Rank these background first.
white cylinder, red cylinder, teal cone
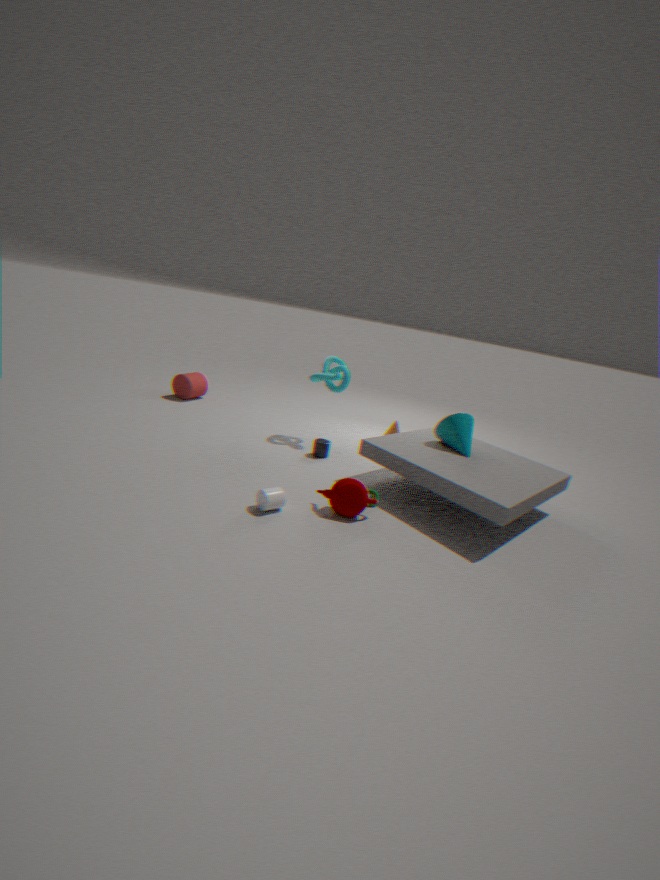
1. red cylinder
2. teal cone
3. white cylinder
